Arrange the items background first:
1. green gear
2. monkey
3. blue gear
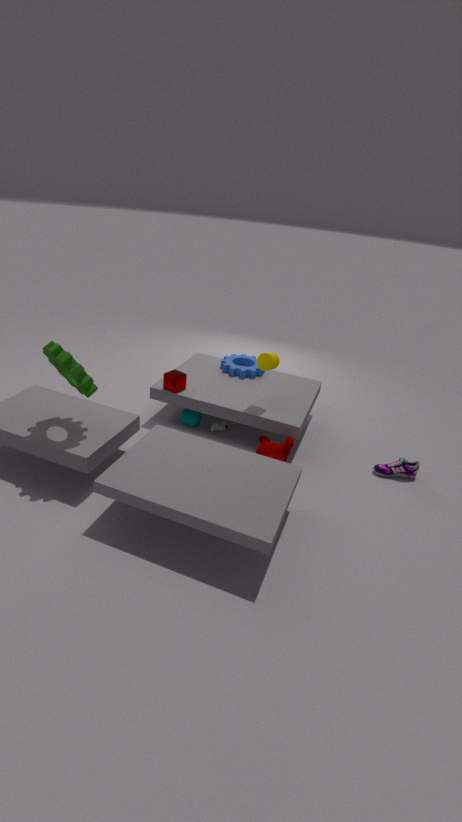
blue gear, monkey, green gear
